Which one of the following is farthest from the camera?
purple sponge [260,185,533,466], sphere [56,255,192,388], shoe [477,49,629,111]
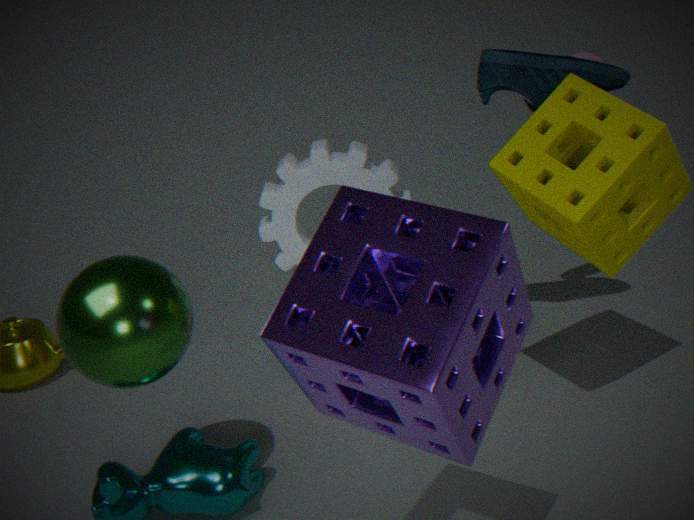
shoe [477,49,629,111]
